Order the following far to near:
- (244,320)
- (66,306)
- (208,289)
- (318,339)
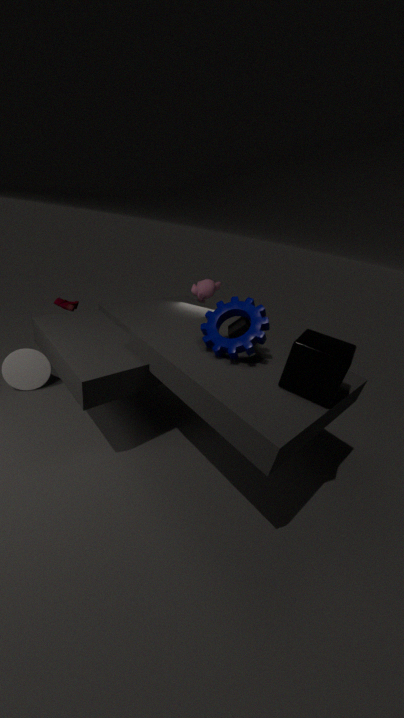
(208,289) < (66,306) < (244,320) < (318,339)
